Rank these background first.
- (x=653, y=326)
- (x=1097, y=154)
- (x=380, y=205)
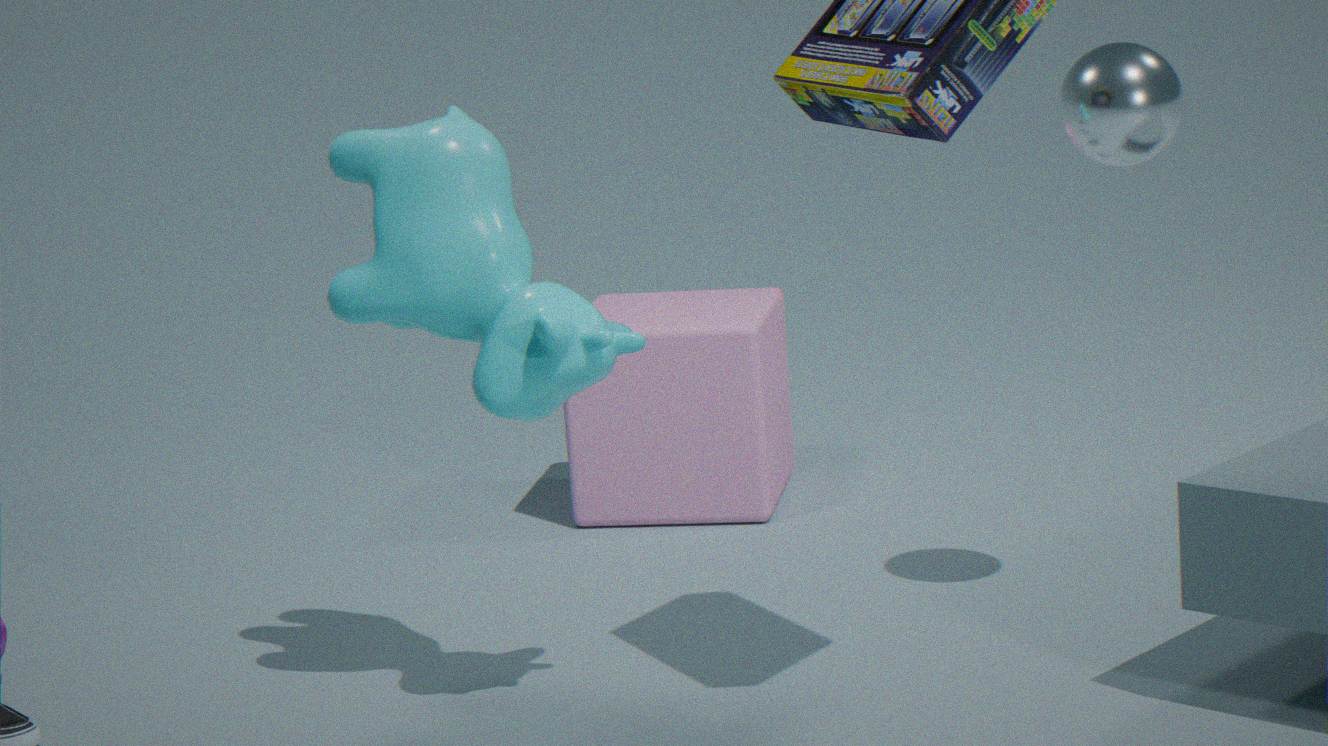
(x=653, y=326) → (x=1097, y=154) → (x=380, y=205)
